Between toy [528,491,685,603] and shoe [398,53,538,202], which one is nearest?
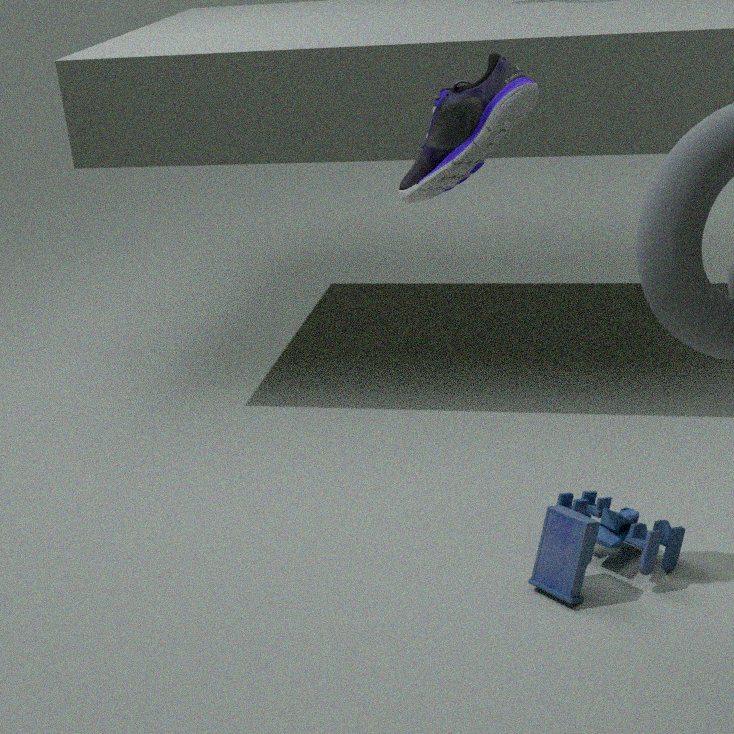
shoe [398,53,538,202]
